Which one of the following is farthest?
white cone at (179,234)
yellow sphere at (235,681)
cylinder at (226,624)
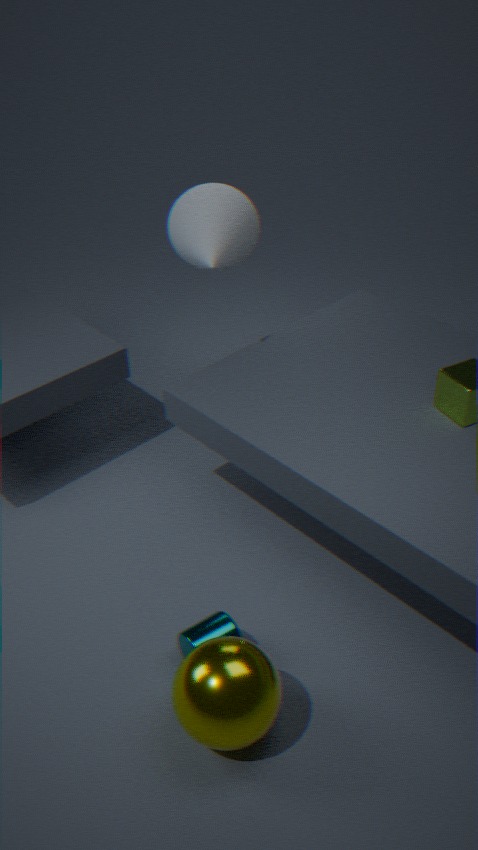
white cone at (179,234)
